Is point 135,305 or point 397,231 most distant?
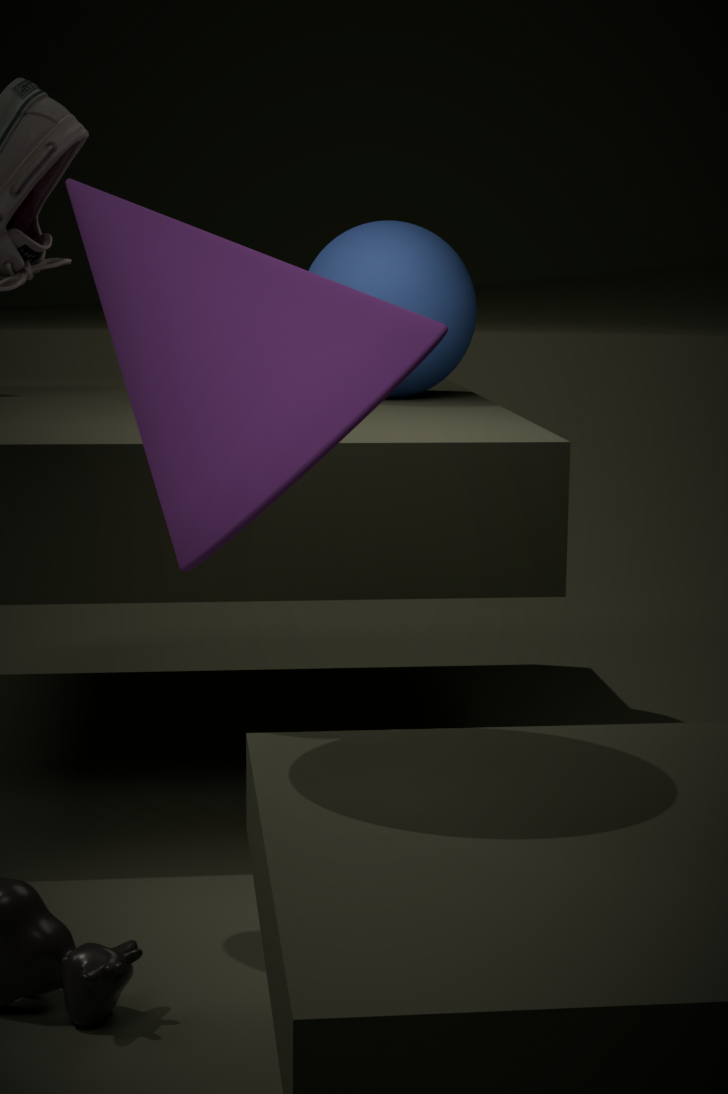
point 397,231
